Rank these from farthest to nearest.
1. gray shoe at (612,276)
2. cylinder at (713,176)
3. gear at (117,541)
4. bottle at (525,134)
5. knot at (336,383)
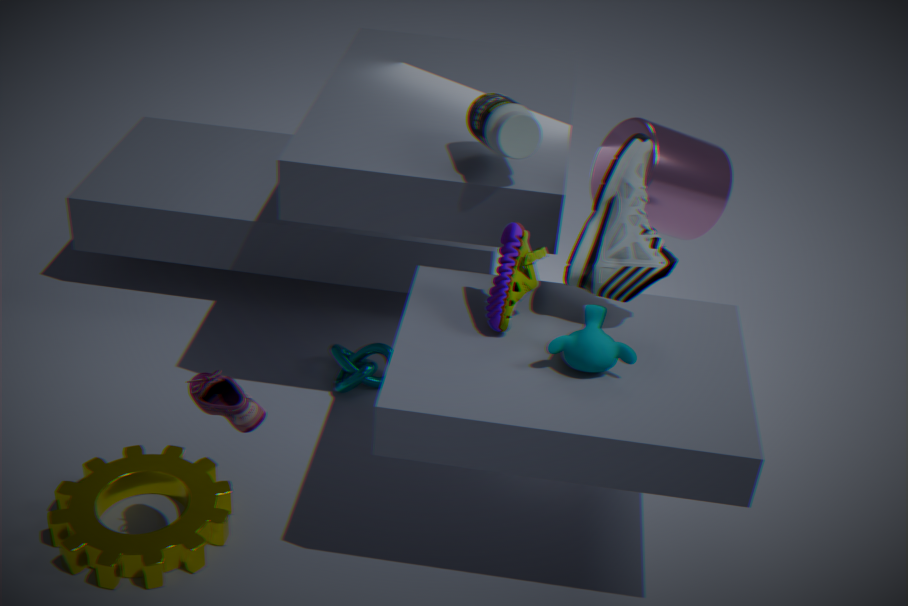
knot at (336,383), cylinder at (713,176), bottle at (525,134), gray shoe at (612,276), gear at (117,541)
